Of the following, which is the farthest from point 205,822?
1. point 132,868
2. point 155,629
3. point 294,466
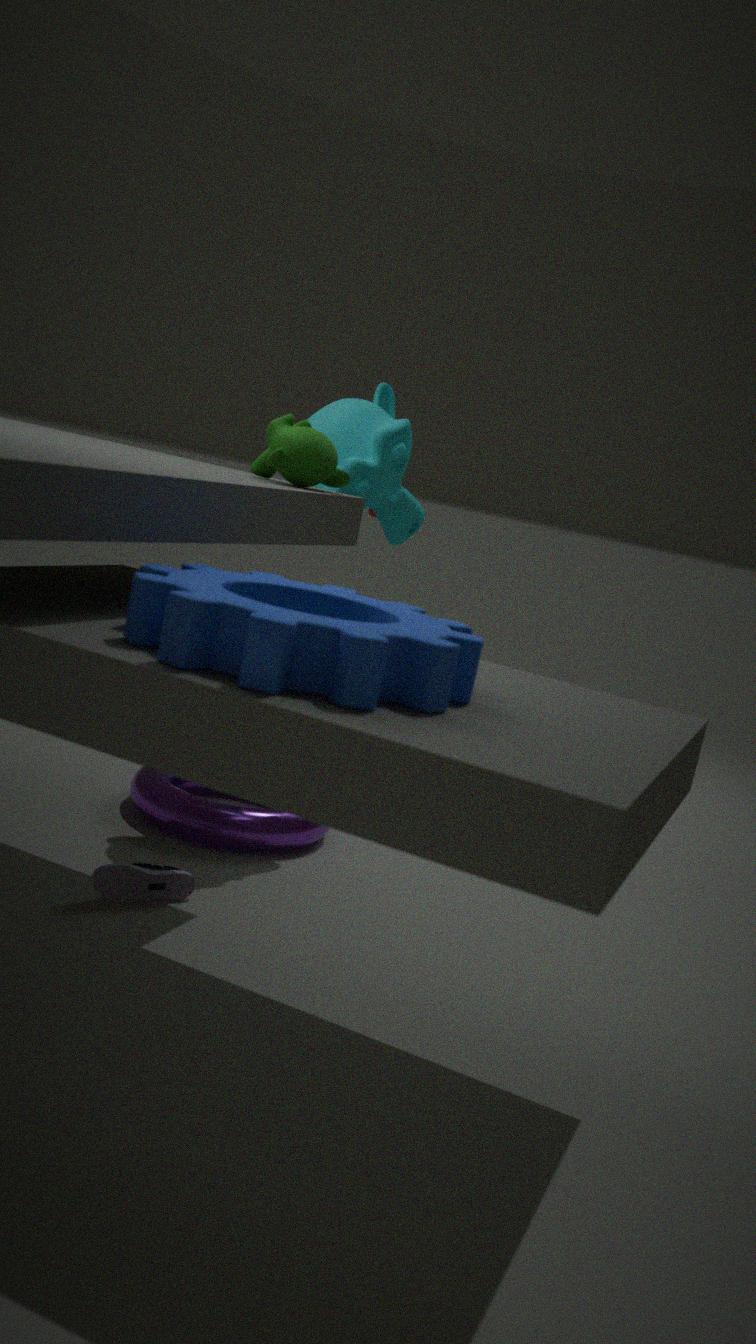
point 155,629
